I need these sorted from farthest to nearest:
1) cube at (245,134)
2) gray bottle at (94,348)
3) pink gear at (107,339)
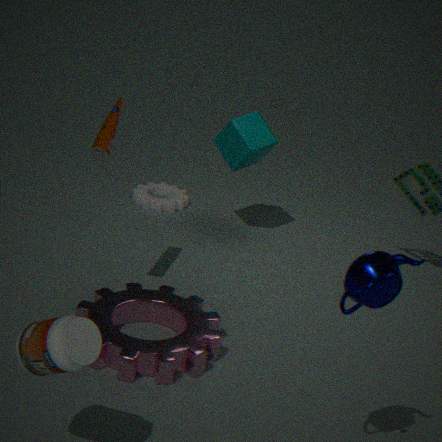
1. 1. cube at (245,134)
2. 3. pink gear at (107,339)
3. 2. gray bottle at (94,348)
